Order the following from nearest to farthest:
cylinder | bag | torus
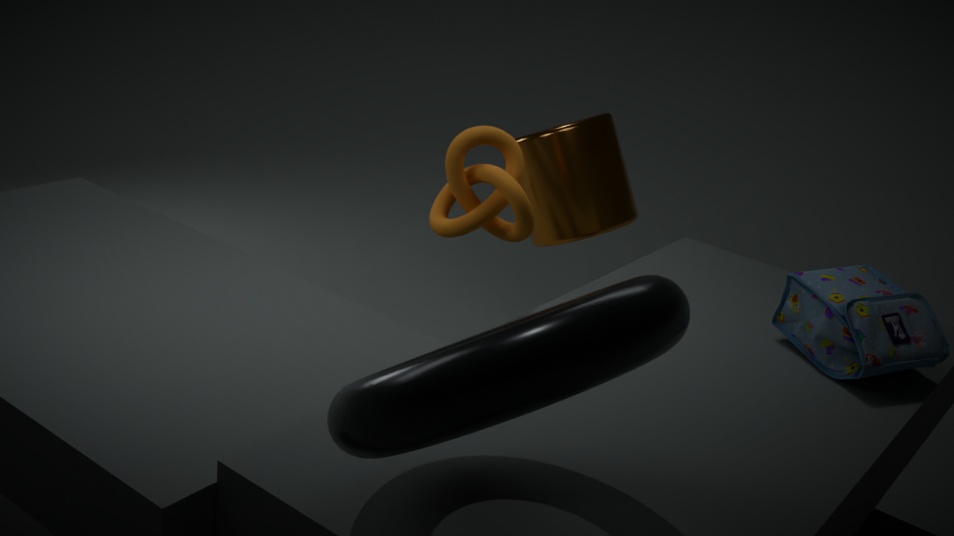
torus, bag, cylinder
